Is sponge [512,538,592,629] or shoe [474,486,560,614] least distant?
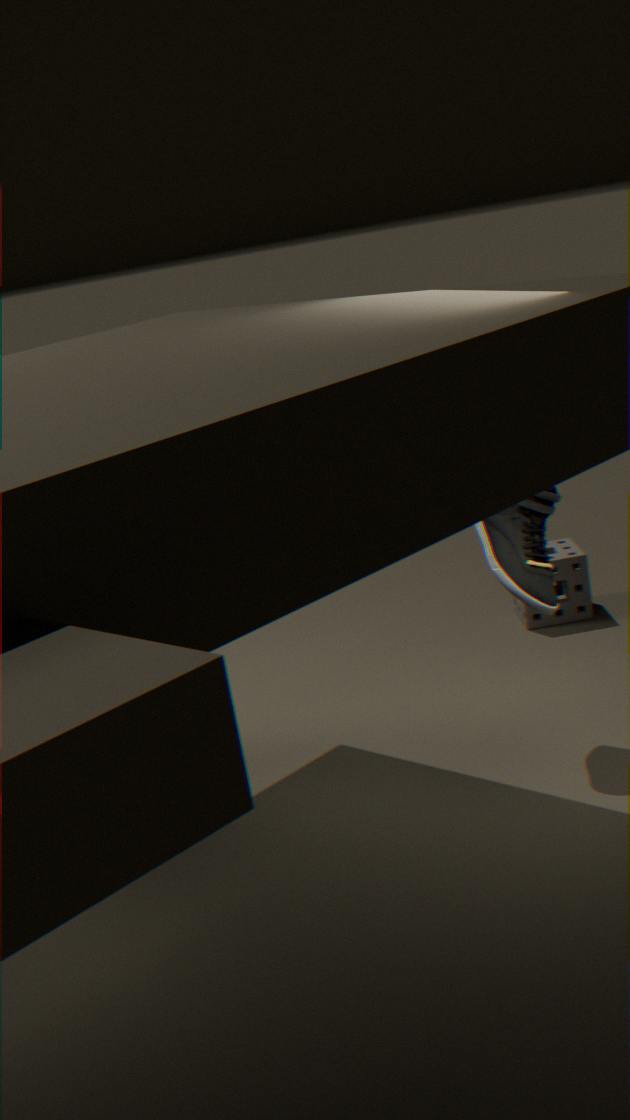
shoe [474,486,560,614]
